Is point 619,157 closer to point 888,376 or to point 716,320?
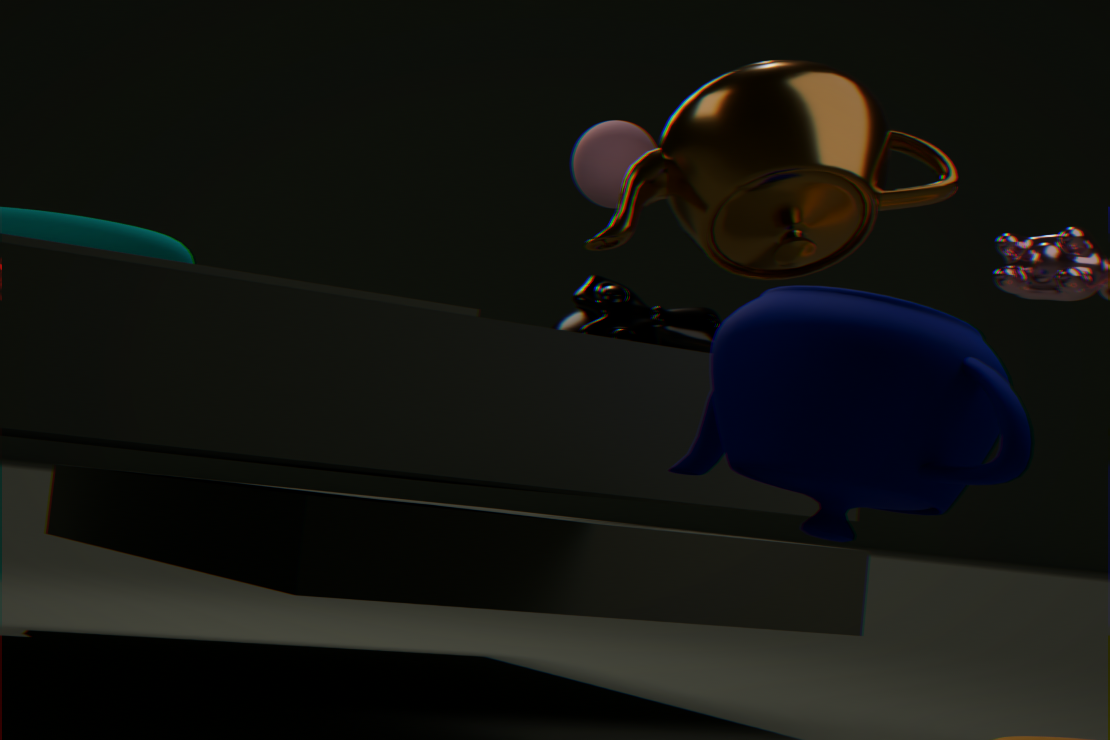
point 716,320
